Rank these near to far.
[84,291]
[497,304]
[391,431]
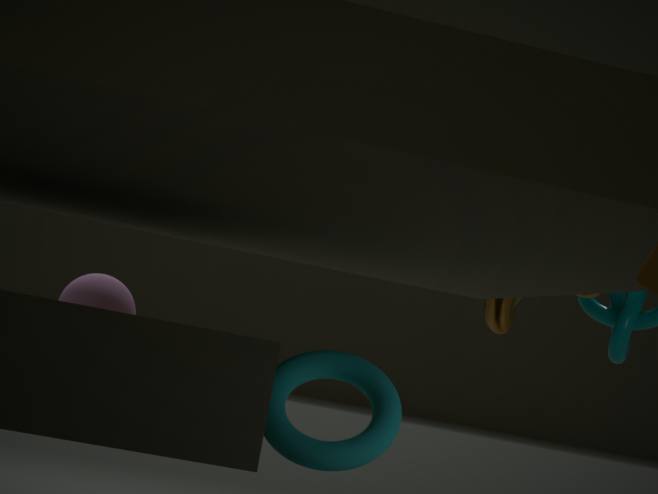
[391,431] < [84,291] < [497,304]
